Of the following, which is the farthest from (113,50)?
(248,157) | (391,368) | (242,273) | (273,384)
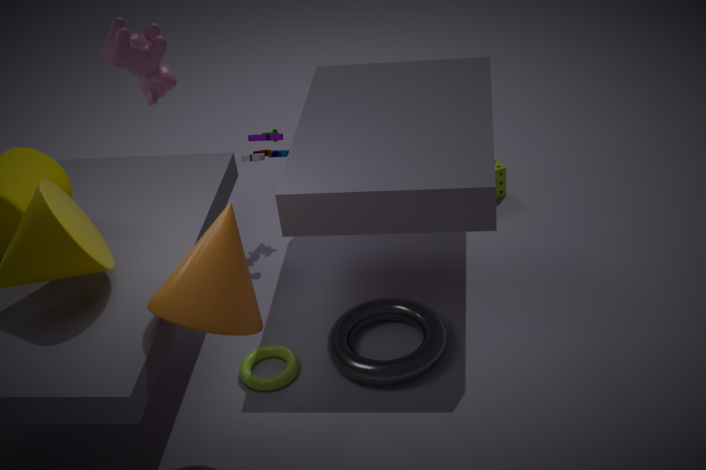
(391,368)
